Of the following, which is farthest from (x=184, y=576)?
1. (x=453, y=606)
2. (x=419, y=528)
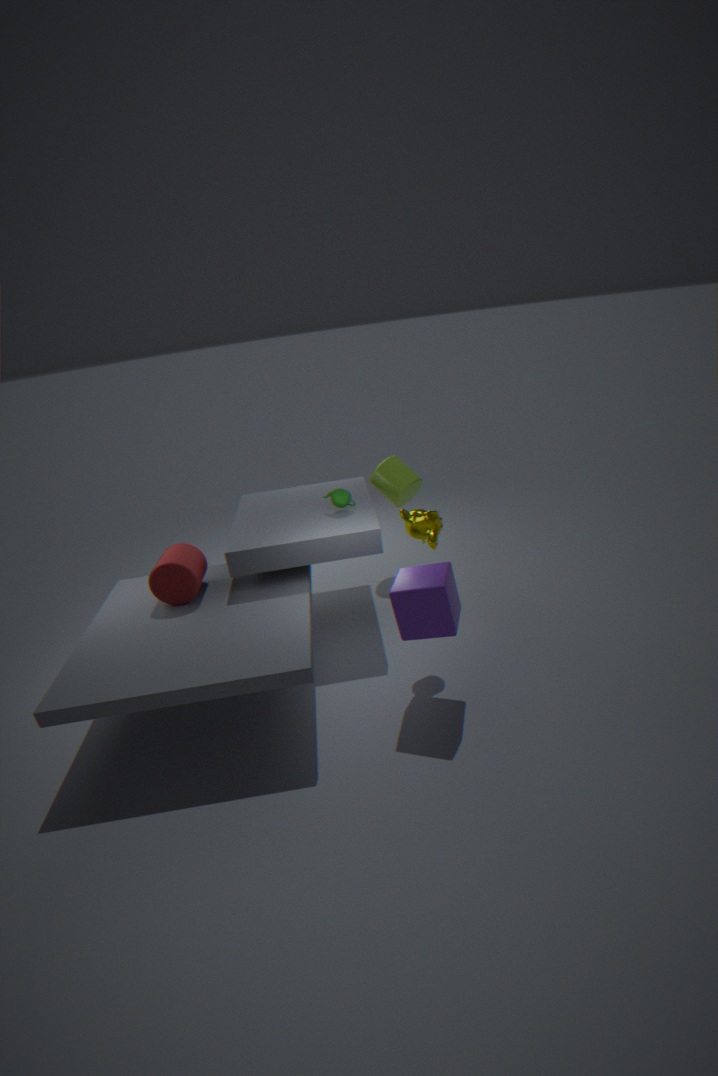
(x=419, y=528)
